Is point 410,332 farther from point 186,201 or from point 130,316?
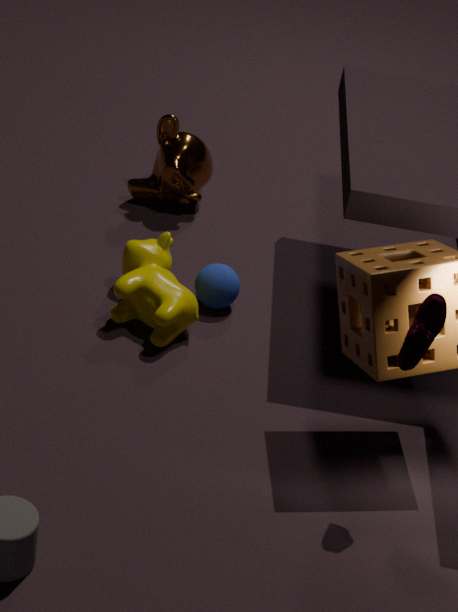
point 186,201
